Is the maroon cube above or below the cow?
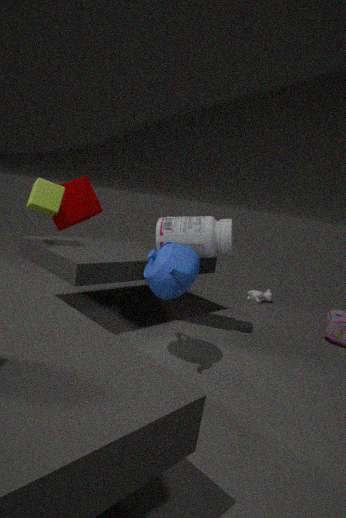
above
